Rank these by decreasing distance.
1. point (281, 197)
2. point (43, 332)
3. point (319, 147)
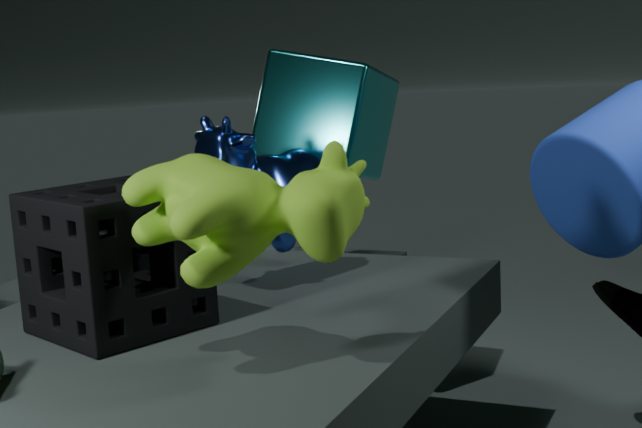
point (319, 147)
point (43, 332)
point (281, 197)
